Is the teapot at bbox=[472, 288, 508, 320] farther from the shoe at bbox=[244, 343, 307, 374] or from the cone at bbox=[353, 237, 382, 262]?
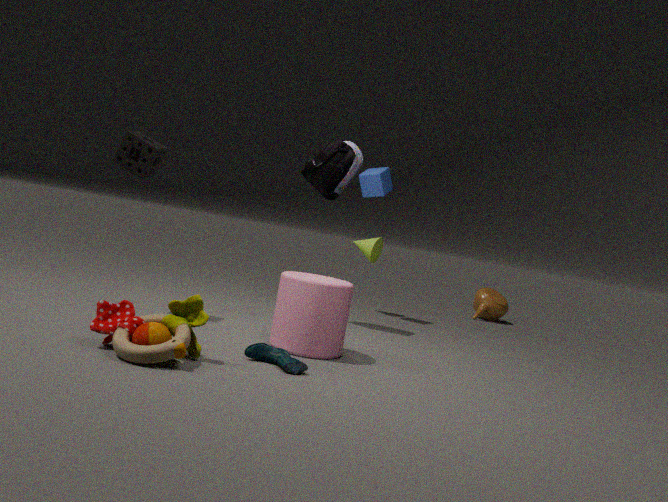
the shoe at bbox=[244, 343, 307, 374]
